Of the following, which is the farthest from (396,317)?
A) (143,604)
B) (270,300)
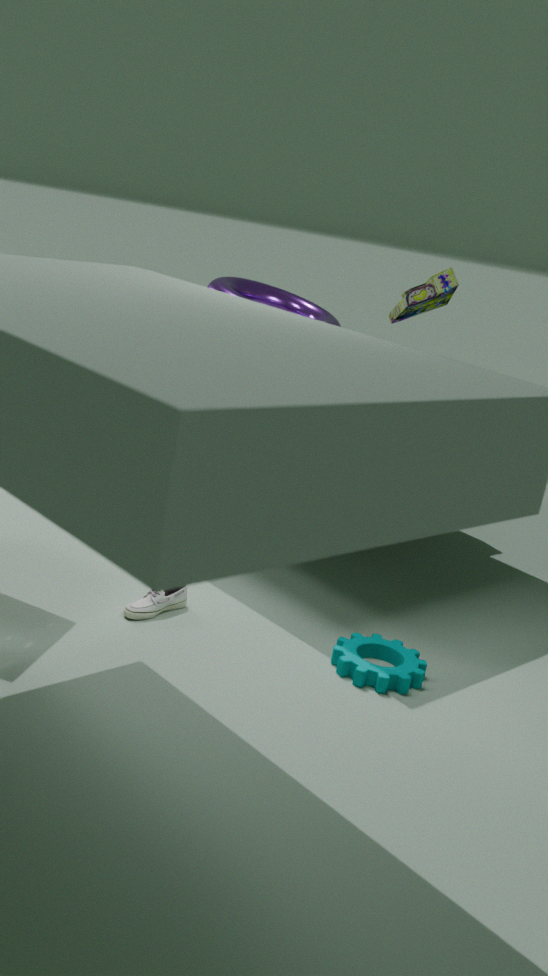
(143,604)
